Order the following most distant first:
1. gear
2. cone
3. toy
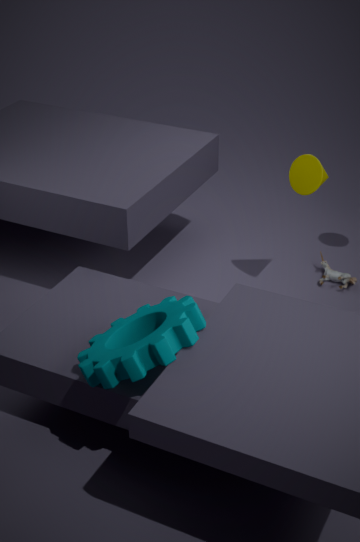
1. toy
2. cone
3. gear
